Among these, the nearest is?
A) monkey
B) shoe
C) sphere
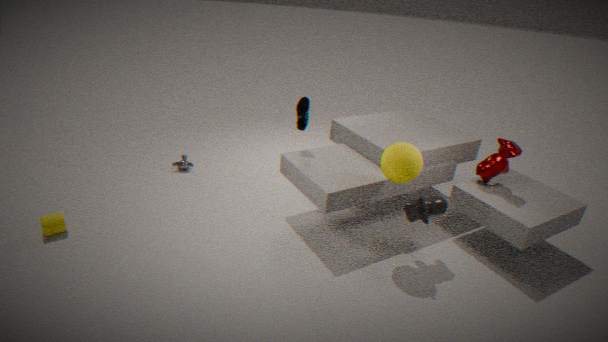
sphere
